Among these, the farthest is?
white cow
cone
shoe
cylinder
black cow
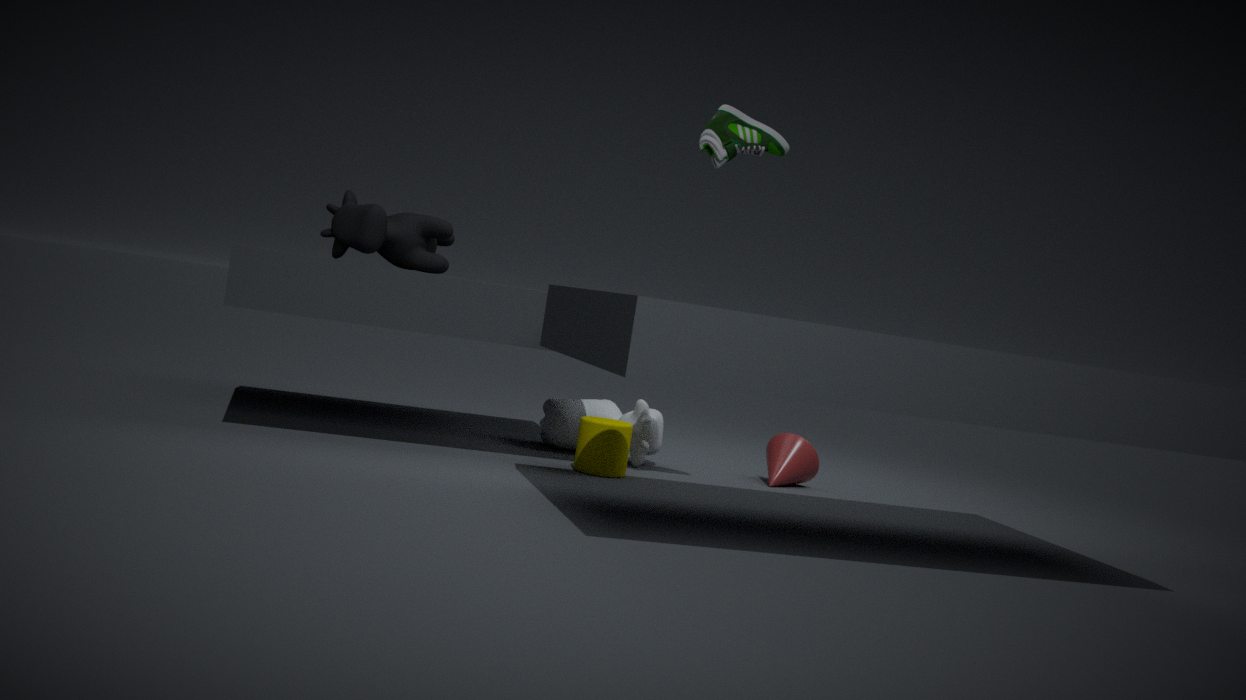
cone
